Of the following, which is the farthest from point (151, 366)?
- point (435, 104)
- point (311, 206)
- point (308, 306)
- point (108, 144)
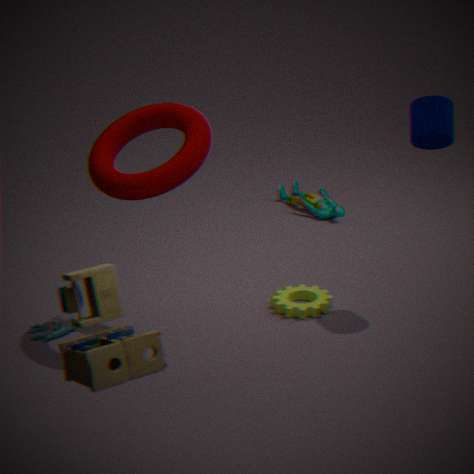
point (311, 206)
